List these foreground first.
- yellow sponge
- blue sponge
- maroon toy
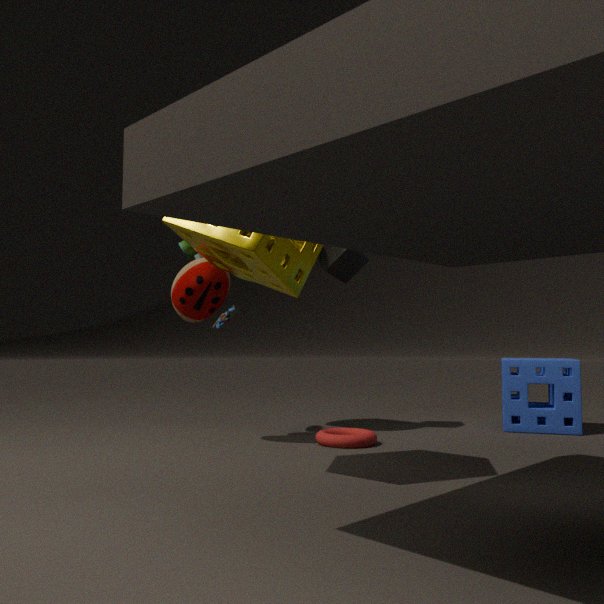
yellow sponge → maroon toy → blue sponge
